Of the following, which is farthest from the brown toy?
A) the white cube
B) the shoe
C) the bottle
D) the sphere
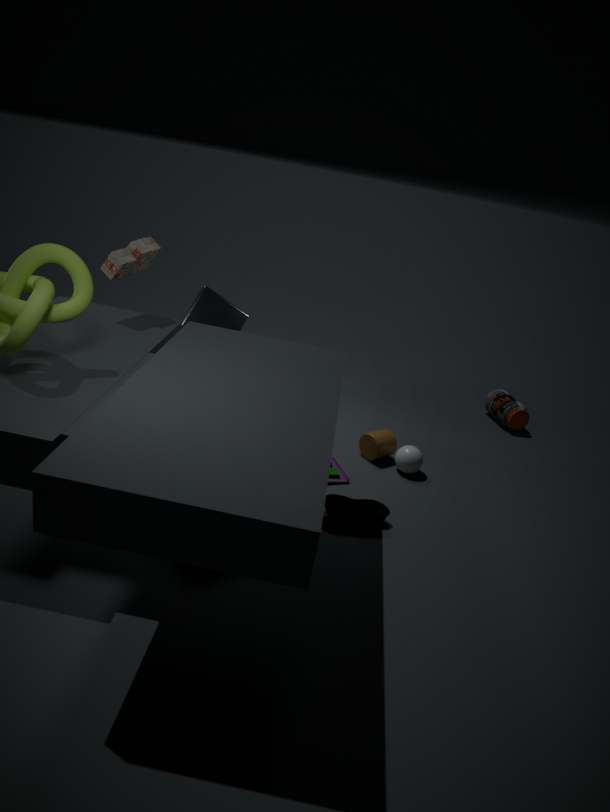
the bottle
